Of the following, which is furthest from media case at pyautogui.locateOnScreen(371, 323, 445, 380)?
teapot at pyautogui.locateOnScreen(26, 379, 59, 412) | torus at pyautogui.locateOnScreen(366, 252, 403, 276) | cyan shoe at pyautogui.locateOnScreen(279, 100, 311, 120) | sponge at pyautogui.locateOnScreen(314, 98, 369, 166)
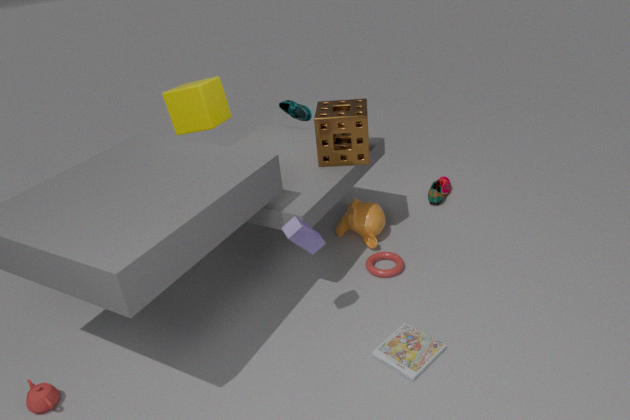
cyan shoe at pyautogui.locateOnScreen(279, 100, 311, 120)
